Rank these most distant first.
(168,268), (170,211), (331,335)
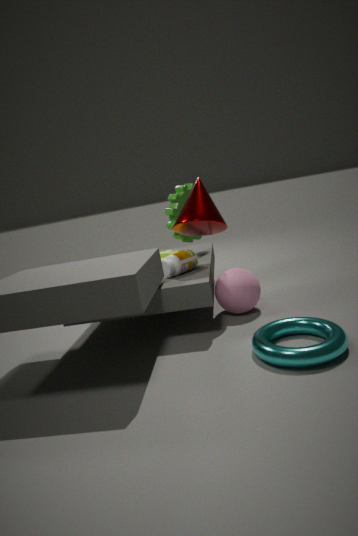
(170,211) → (168,268) → (331,335)
